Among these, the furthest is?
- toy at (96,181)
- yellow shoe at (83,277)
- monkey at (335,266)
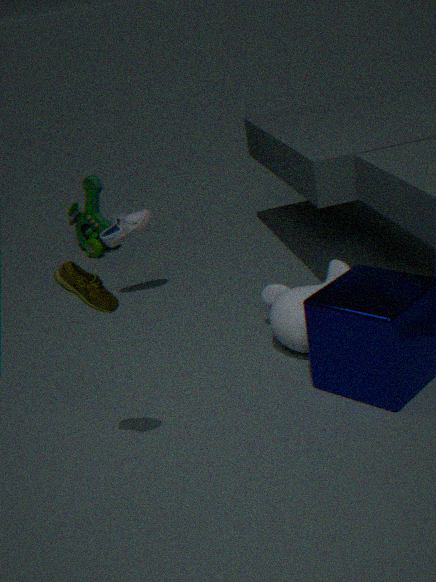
toy at (96,181)
